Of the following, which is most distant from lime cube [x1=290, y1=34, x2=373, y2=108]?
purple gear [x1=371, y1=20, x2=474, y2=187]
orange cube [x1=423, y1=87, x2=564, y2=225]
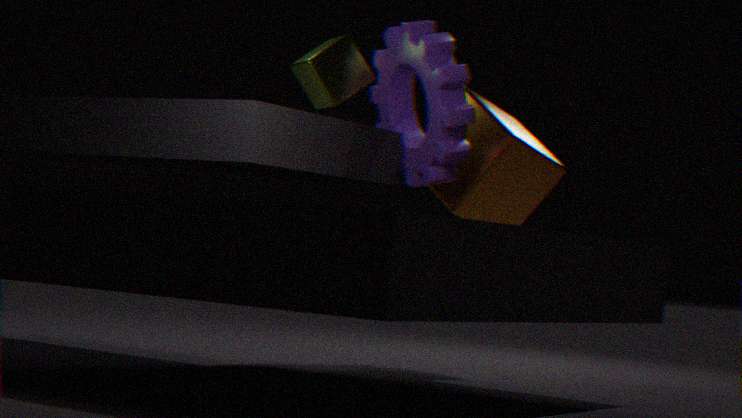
orange cube [x1=423, y1=87, x2=564, y2=225]
